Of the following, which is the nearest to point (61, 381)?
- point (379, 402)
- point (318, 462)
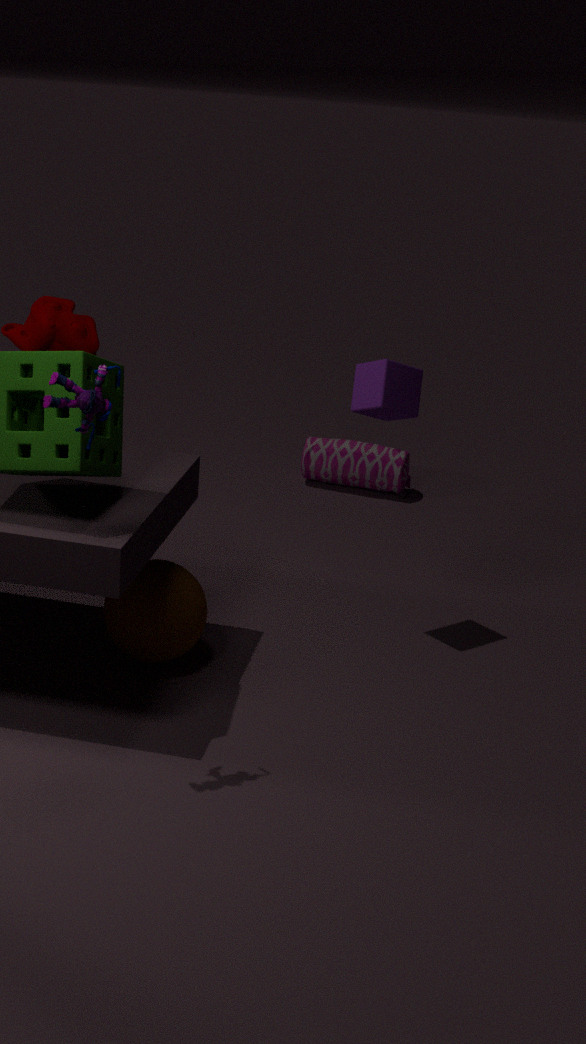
point (379, 402)
